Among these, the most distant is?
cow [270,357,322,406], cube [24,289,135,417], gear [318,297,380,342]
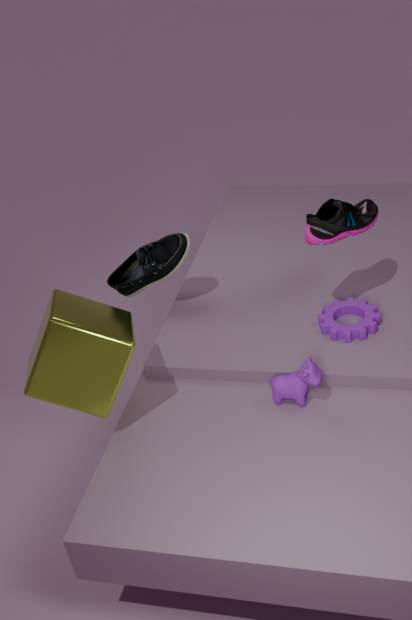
gear [318,297,380,342]
